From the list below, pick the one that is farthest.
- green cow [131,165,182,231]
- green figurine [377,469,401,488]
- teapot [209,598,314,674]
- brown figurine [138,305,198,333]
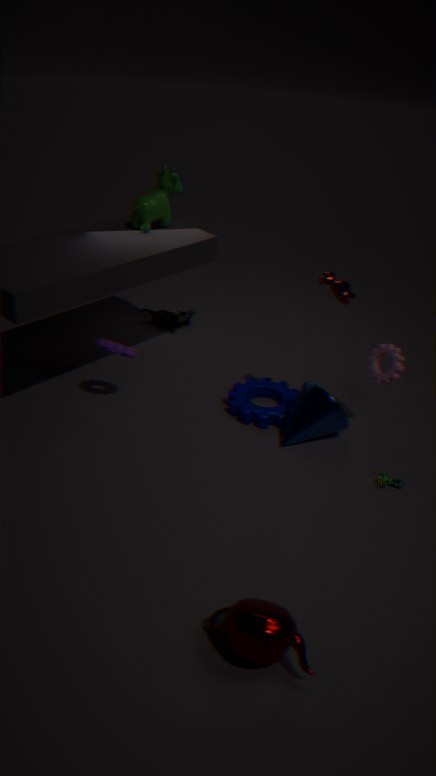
brown figurine [138,305,198,333]
